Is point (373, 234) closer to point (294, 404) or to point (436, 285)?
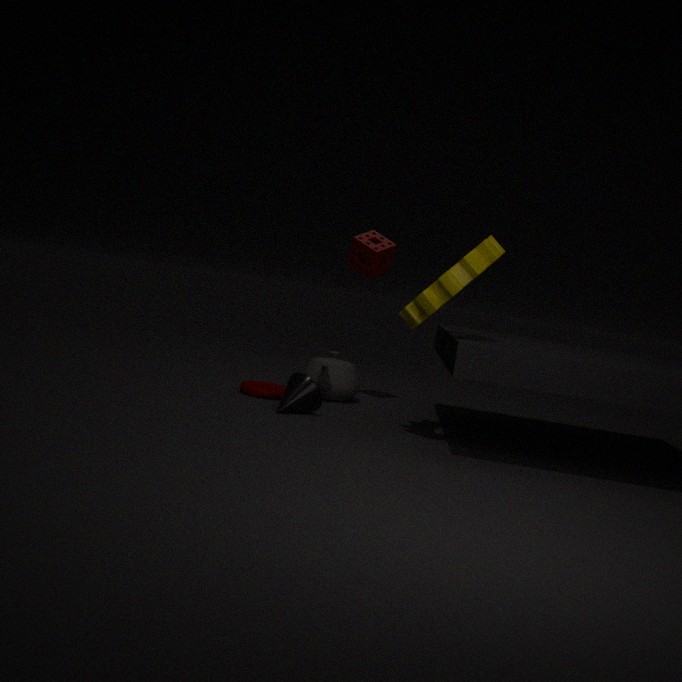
point (436, 285)
